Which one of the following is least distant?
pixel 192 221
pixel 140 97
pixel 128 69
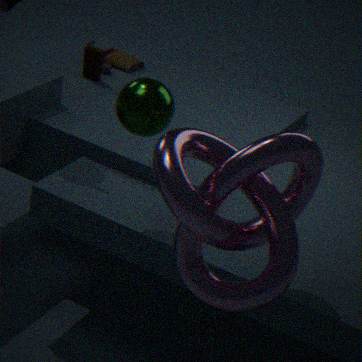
pixel 192 221
